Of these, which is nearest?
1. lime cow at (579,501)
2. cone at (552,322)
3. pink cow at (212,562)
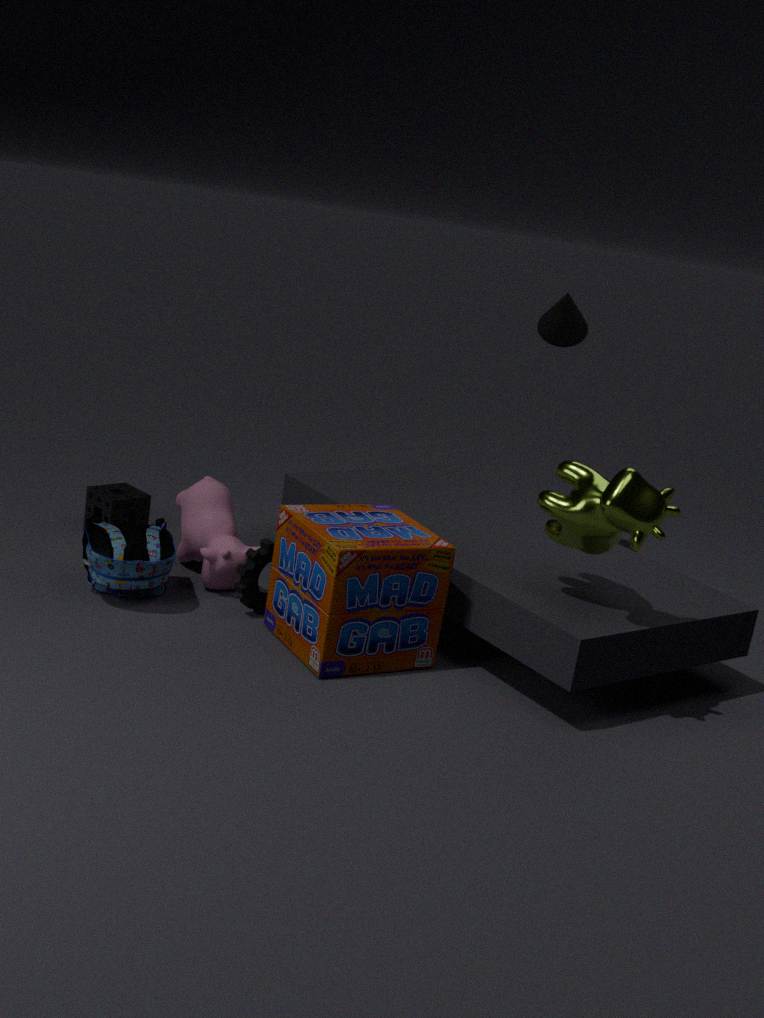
lime cow at (579,501)
